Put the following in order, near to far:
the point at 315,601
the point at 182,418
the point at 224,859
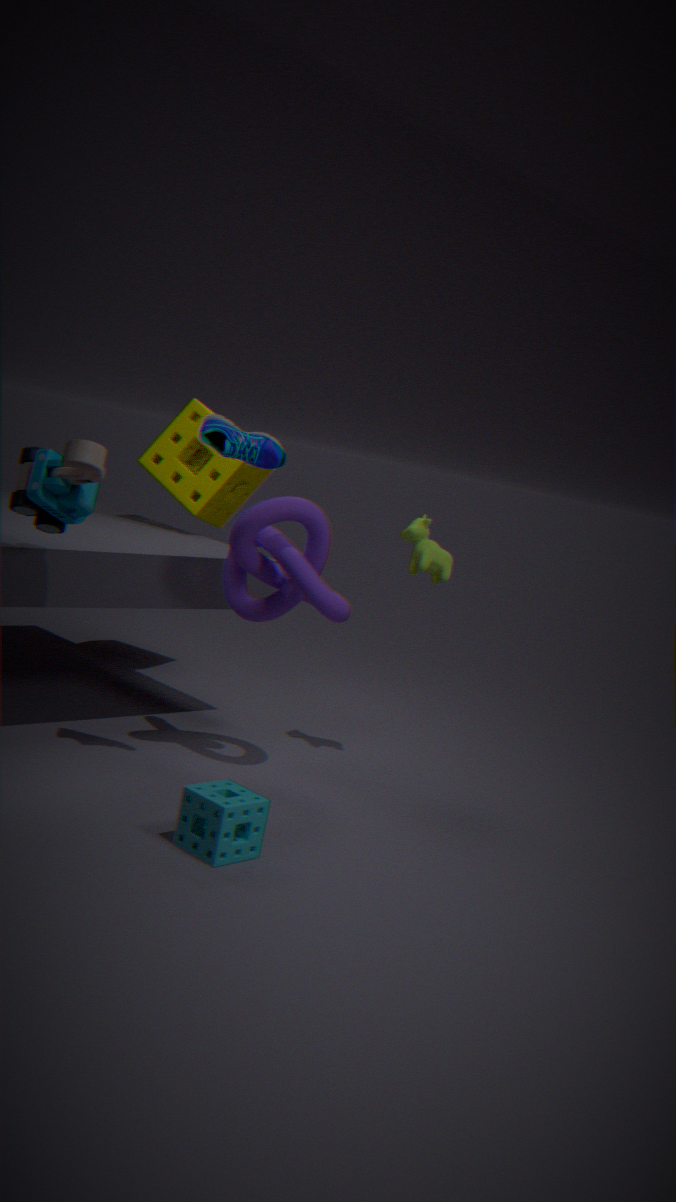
the point at 224,859 → the point at 315,601 → the point at 182,418
